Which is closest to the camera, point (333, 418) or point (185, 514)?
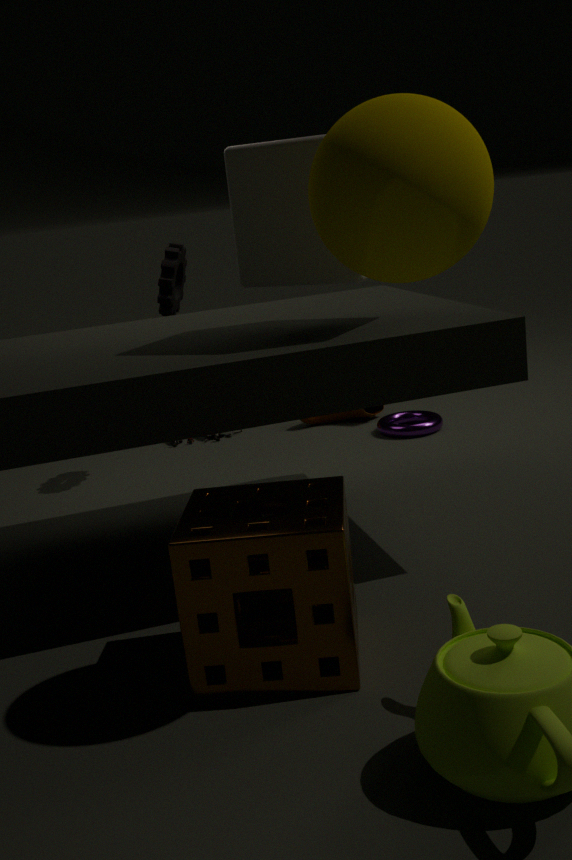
point (185, 514)
